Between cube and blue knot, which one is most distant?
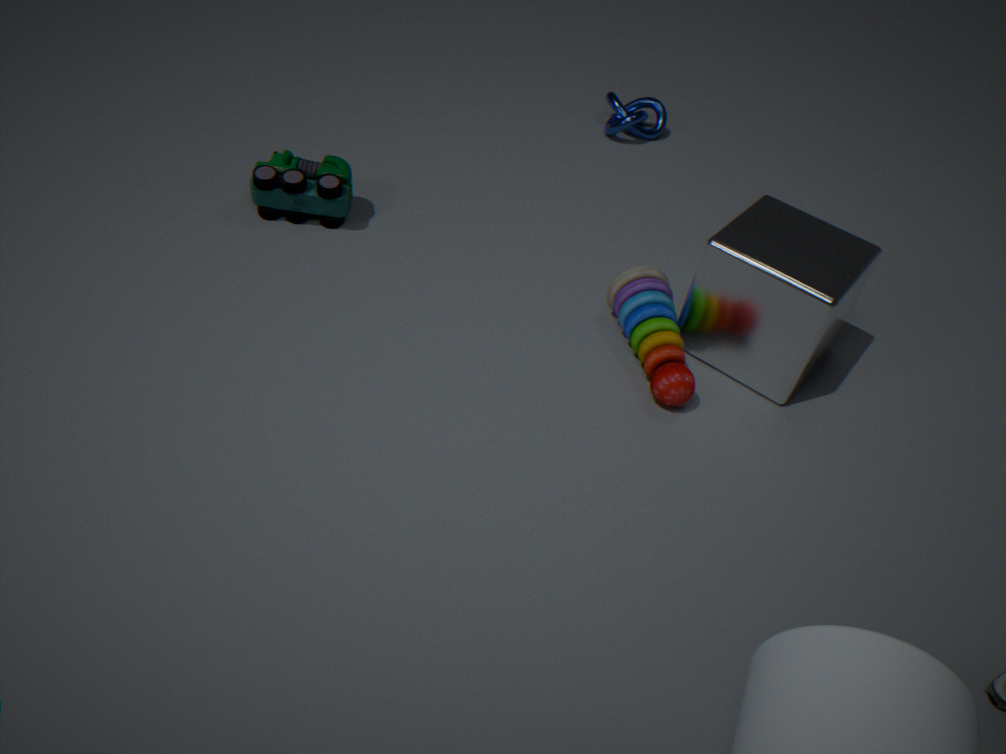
blue knot
